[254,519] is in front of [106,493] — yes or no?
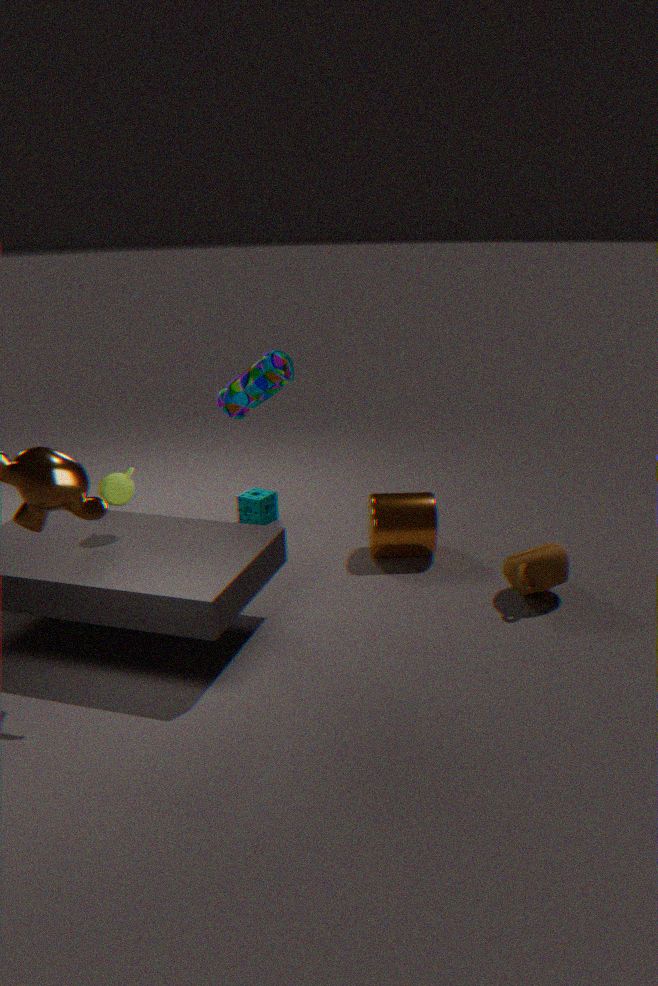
No
